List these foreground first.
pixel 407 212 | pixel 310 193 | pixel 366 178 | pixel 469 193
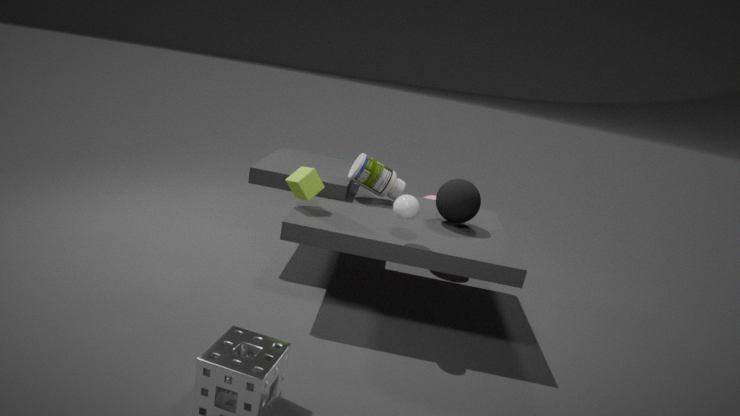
1. pixel 407 212
2. pixel 310 193
3. pixel 469 193
4. pixel 366 178
